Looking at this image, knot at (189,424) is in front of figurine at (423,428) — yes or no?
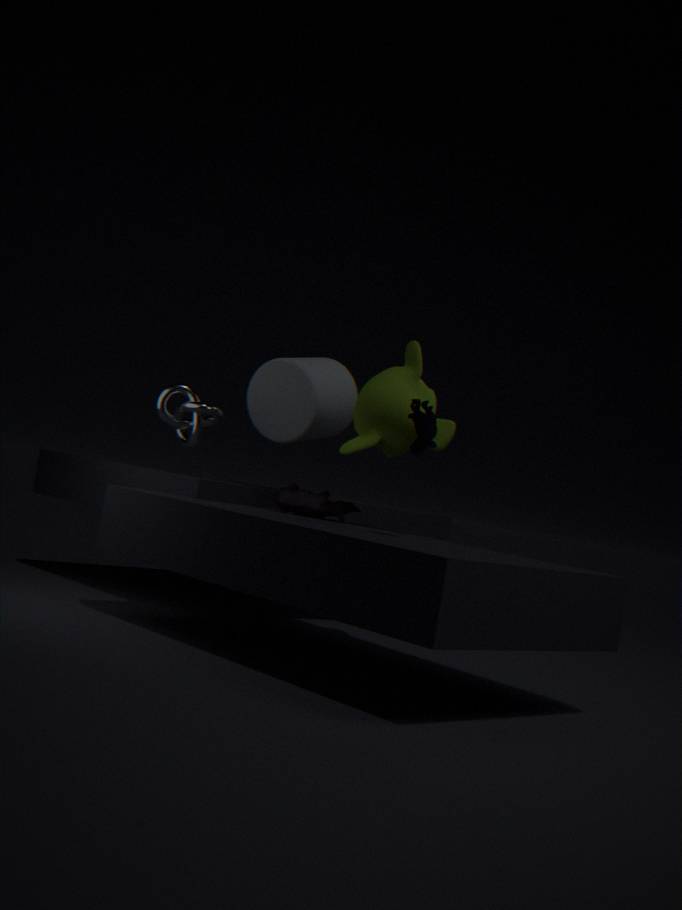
No
